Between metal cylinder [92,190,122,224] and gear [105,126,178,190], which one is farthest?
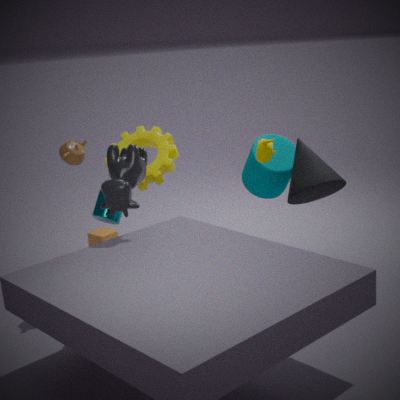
gear [105,126,178,190]
